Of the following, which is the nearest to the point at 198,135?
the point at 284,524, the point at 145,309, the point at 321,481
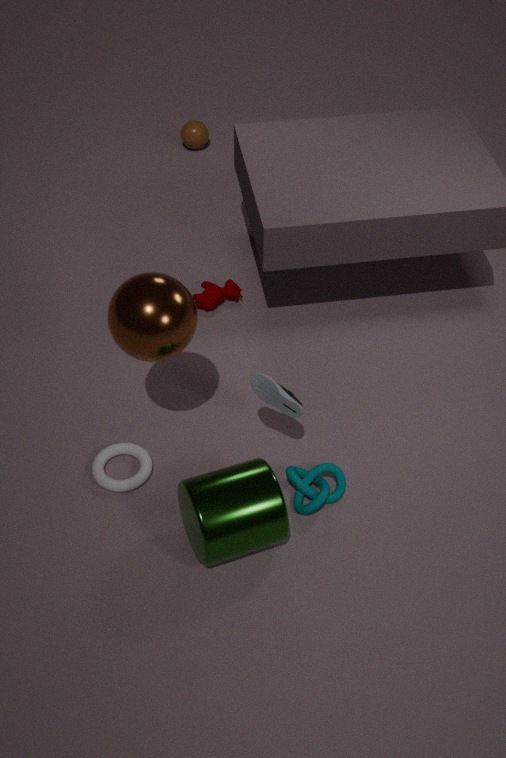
the point at 145,309
